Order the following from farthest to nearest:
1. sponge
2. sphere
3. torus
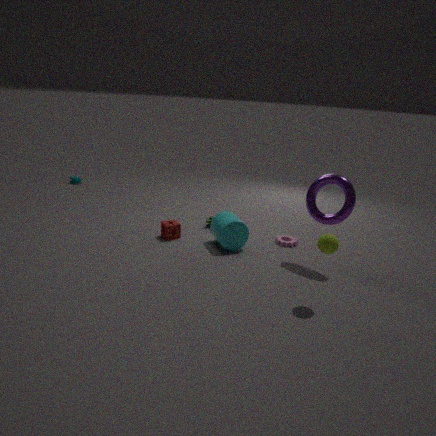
1. sponge
2. torus
3. sphere
